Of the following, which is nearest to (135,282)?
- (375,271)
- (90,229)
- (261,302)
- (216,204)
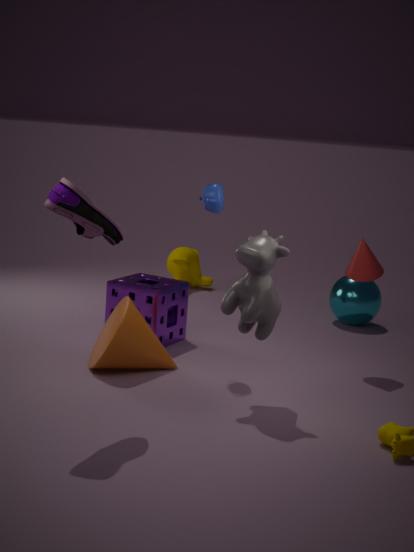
(216,204)
